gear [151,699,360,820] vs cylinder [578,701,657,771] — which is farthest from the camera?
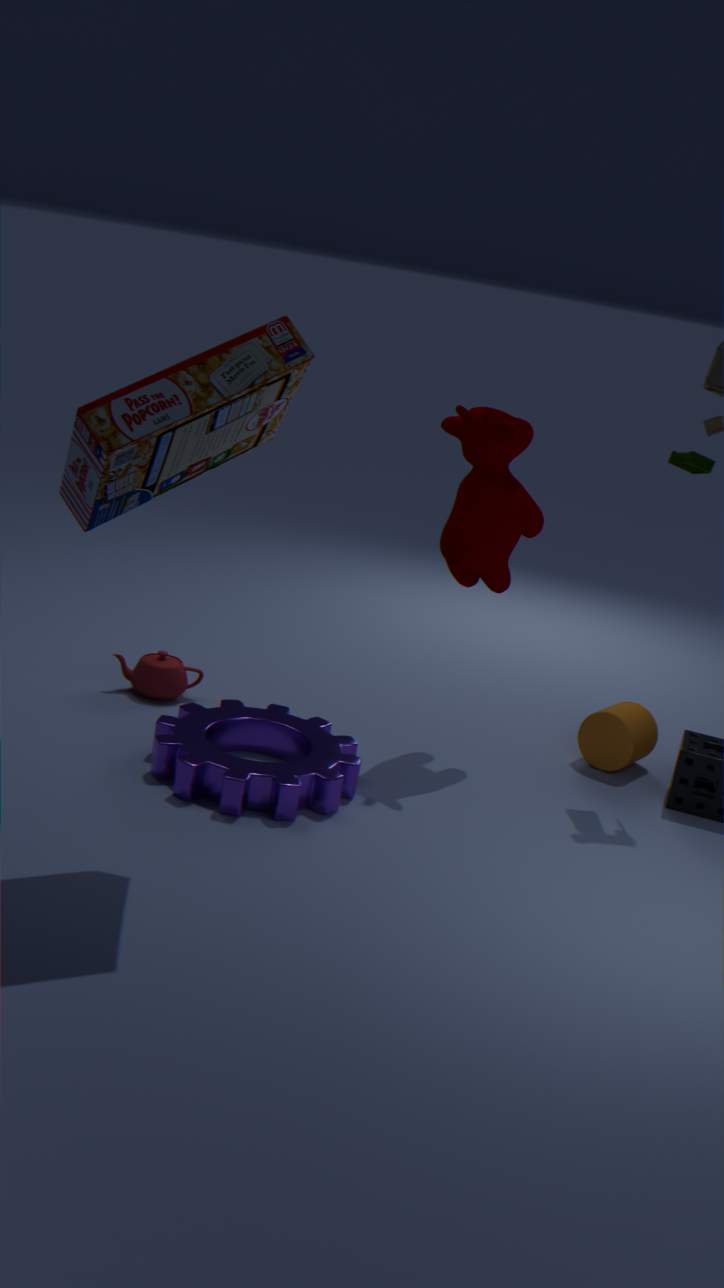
cylinder [578,701,657,771]
